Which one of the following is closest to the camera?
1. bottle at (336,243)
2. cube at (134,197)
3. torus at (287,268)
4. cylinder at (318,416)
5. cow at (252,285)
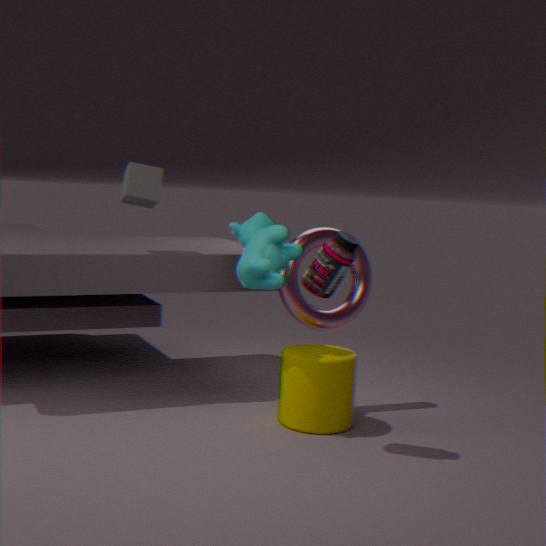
bottle at (336,243)
